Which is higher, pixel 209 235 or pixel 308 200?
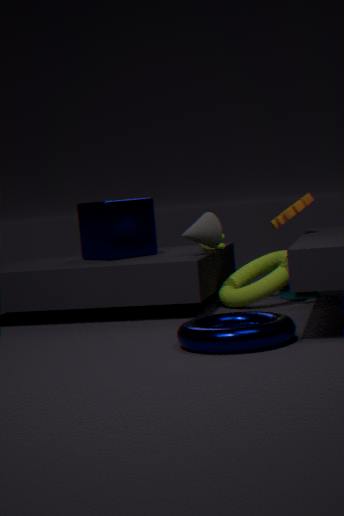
pixel 308 200
